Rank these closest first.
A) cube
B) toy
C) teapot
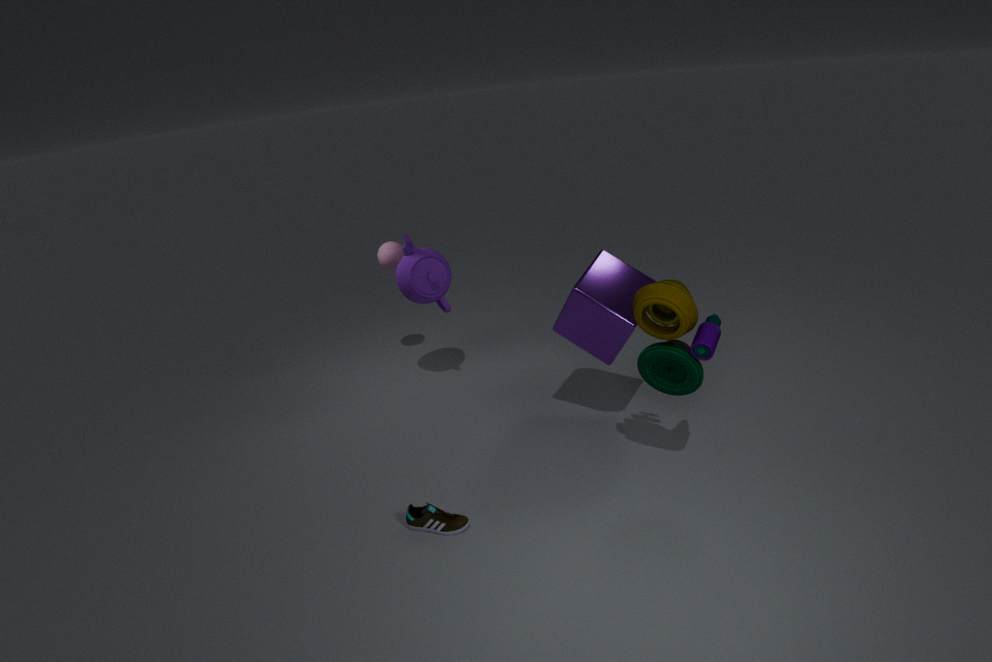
toy → cube → teapot
